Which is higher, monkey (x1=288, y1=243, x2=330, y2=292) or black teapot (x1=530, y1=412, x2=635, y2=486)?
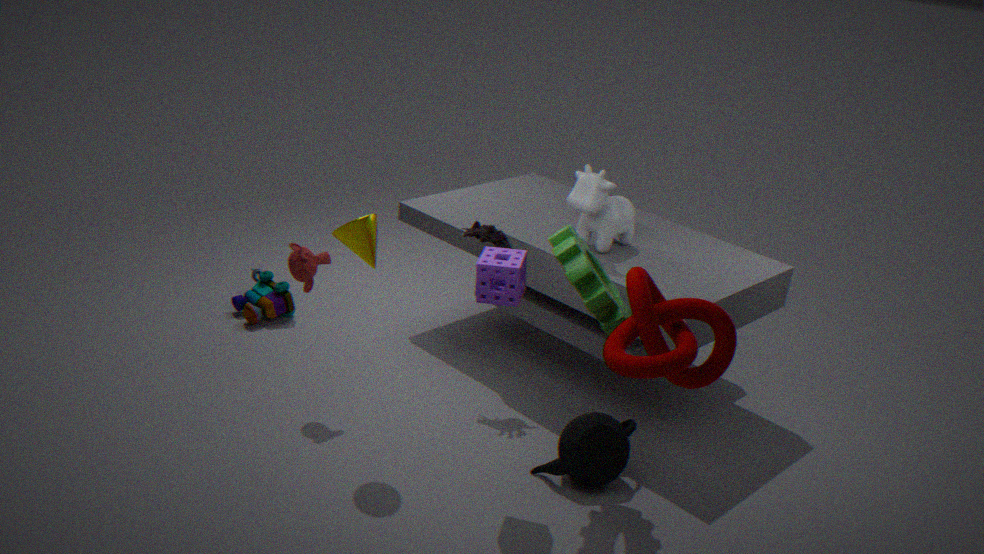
monkey (x1=288, y1=243, x2=330, y2=292)
